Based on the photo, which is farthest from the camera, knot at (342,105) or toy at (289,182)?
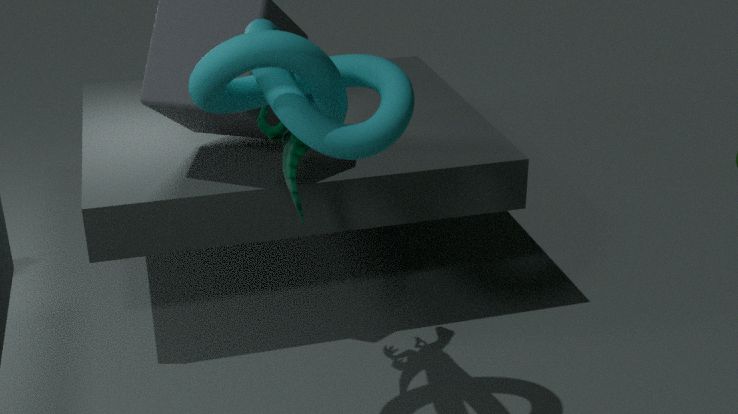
toy at (289,182)
